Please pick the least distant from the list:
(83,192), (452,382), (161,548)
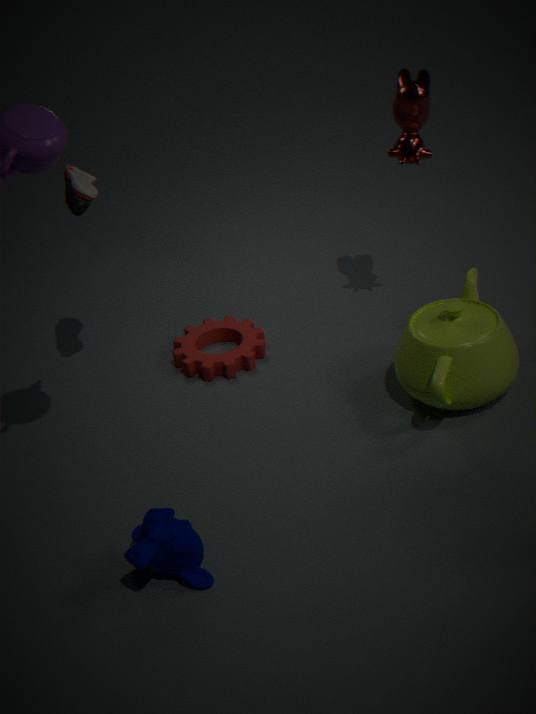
(161,548)
